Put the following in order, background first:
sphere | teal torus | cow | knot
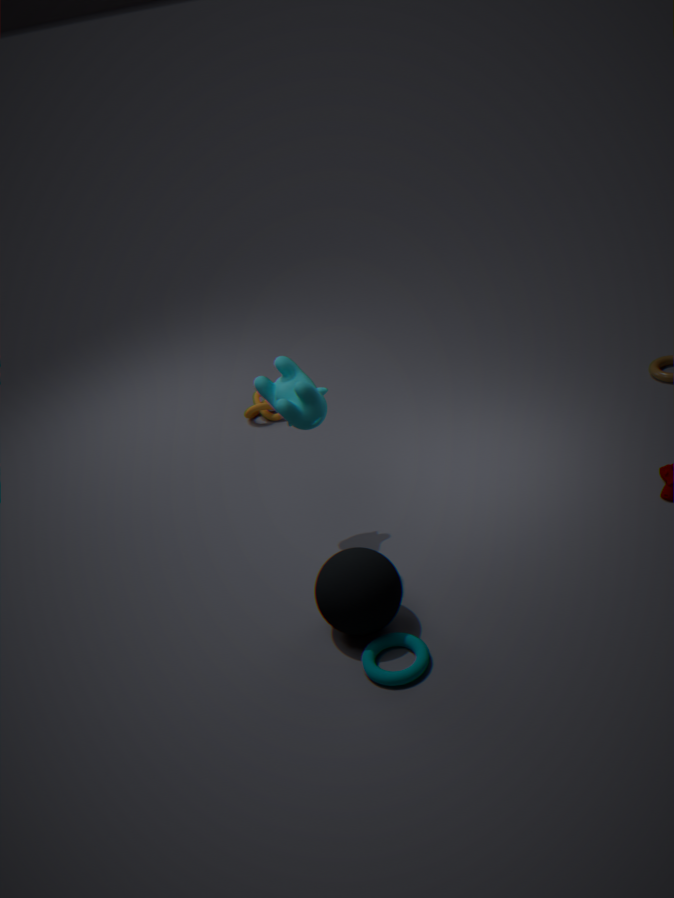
1. knot
2. cow
3. sphere
4. teal torus
